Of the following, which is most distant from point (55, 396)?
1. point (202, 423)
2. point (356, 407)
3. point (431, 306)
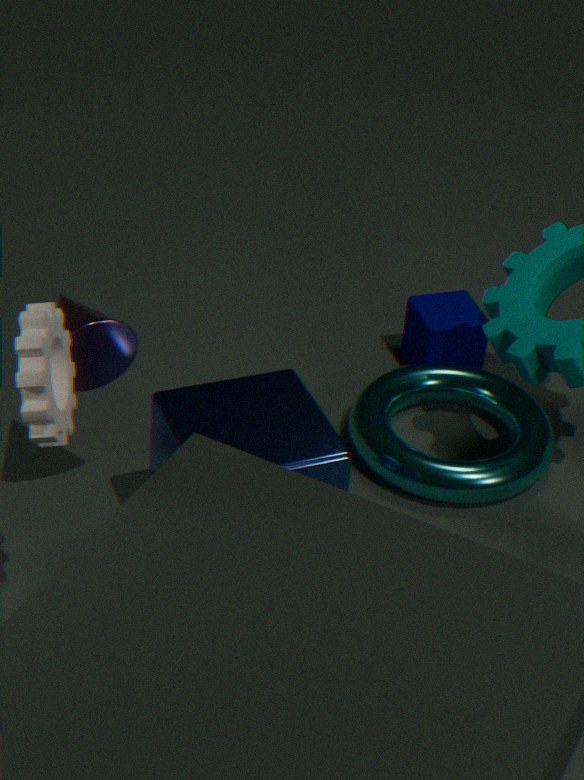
point (431, 306)
